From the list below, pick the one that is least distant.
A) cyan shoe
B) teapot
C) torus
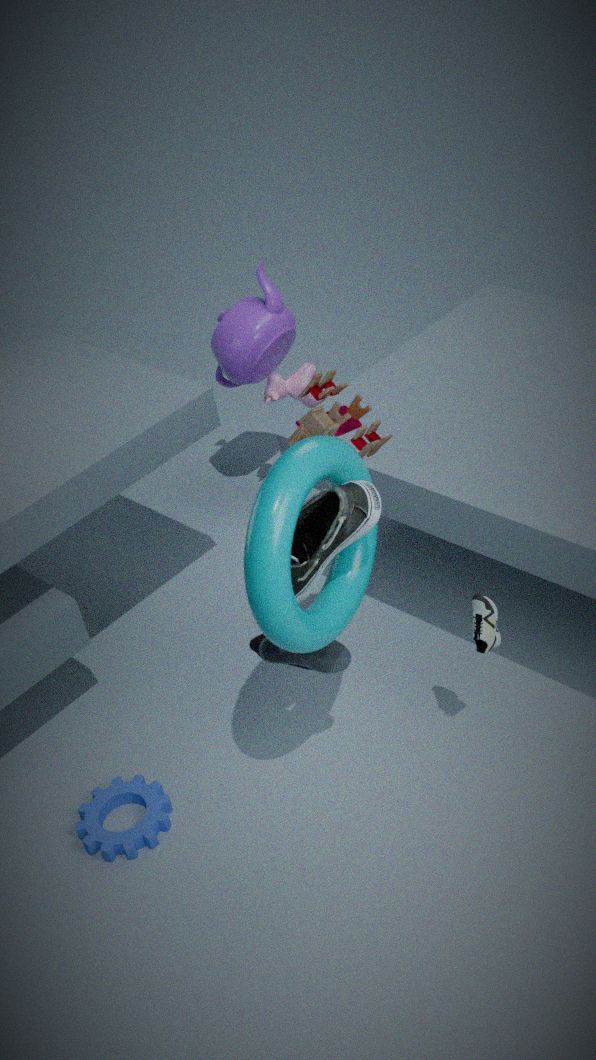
torus
